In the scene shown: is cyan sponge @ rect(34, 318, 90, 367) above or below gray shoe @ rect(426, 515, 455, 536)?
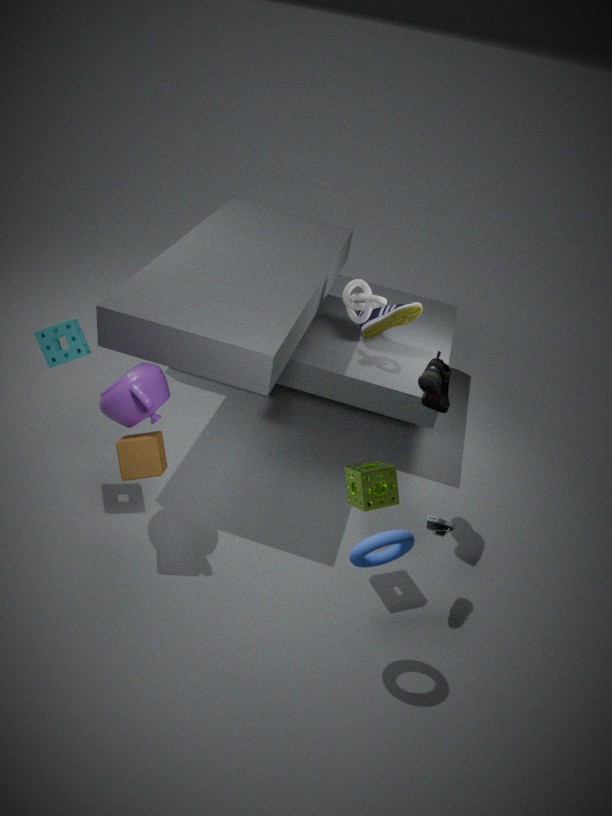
above
